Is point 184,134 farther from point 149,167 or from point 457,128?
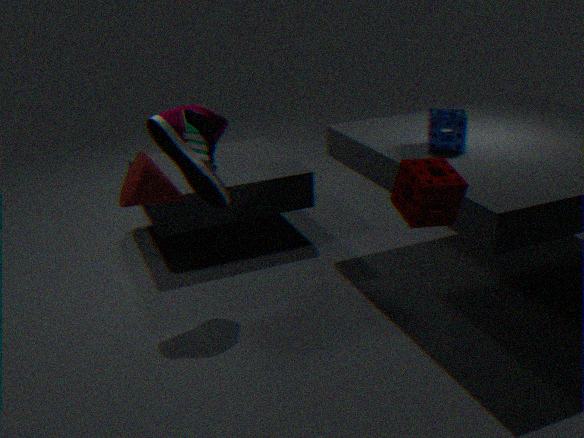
point 457,128
